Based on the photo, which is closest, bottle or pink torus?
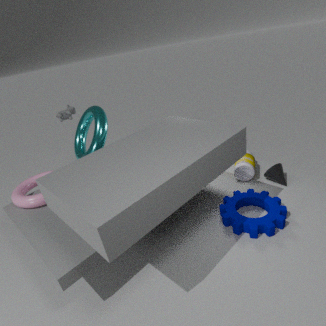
pink torus
